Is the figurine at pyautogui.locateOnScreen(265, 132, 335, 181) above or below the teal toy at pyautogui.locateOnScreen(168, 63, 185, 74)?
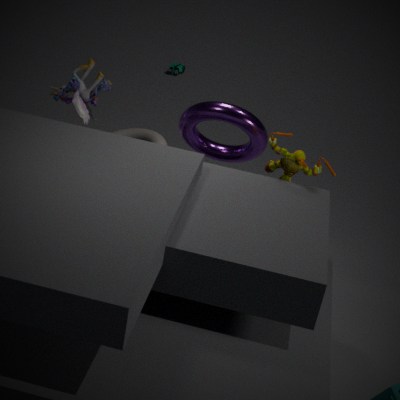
above
